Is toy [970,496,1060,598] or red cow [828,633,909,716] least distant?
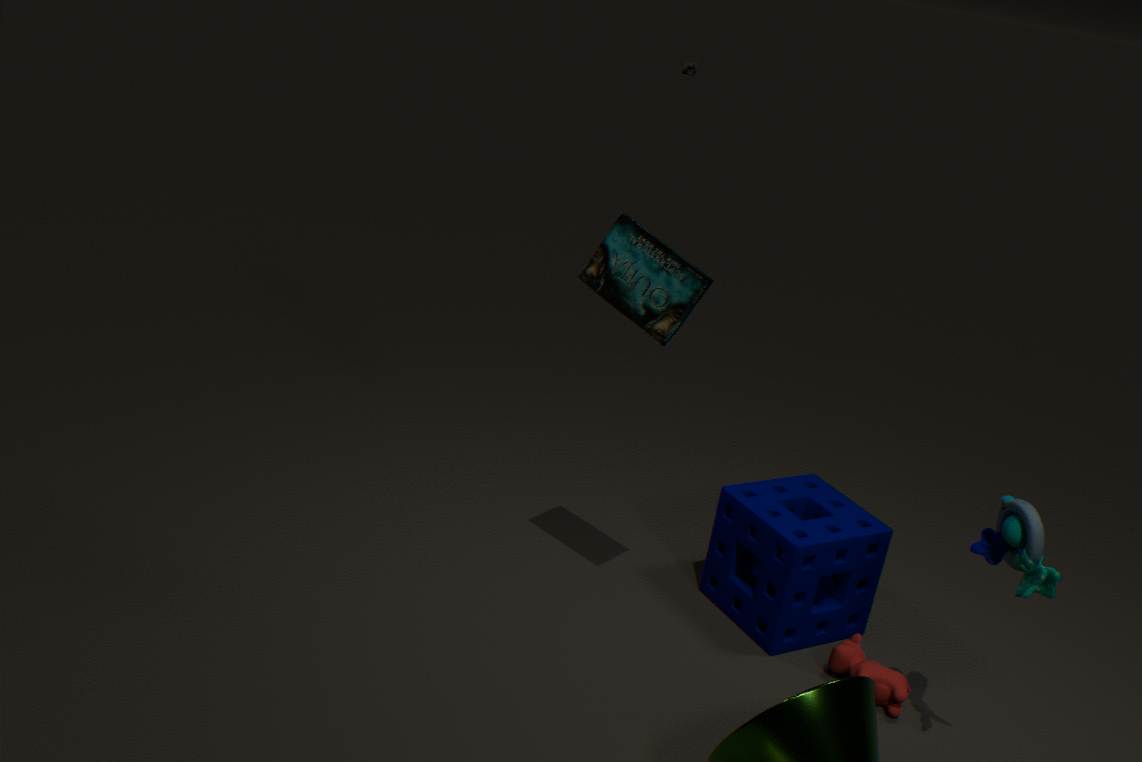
toy [970,496,1060,598]
